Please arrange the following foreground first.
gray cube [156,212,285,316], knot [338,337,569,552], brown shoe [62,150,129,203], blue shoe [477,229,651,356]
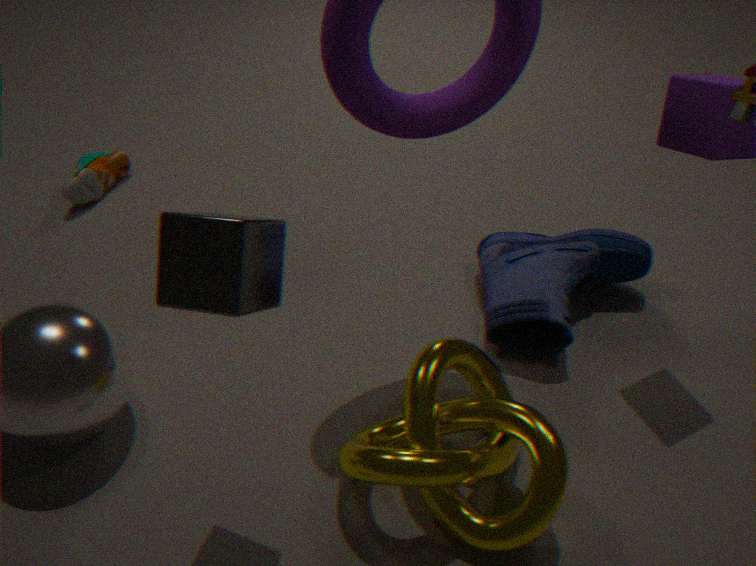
gray cube [156,212,285,316] → knot [338,337,569,552] → blue shoe [477,229,651,356] → brown shoe [62,150,129,203]
